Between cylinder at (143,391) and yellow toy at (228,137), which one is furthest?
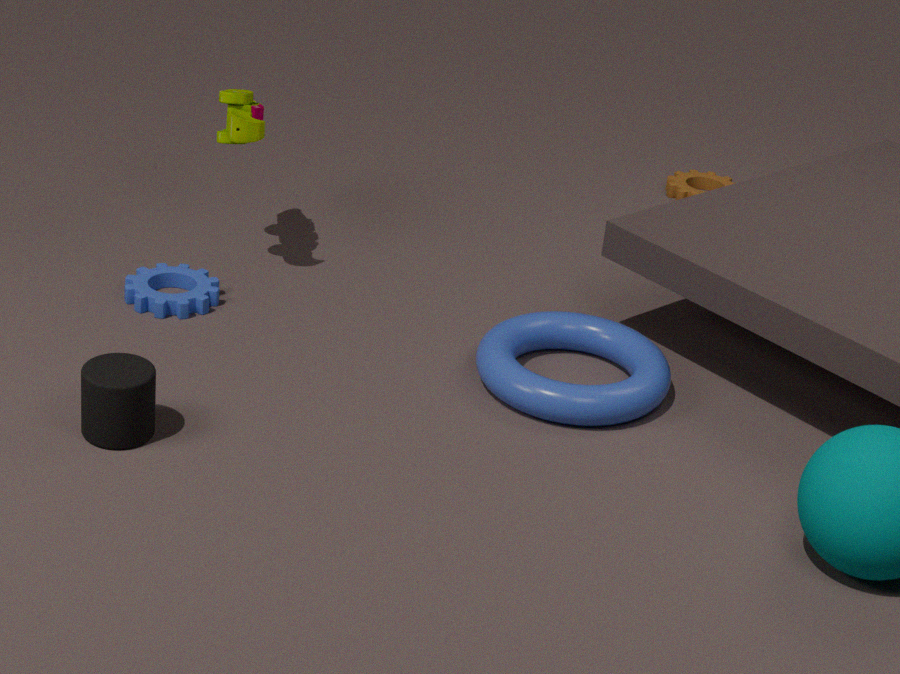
yellow toy at (228,137)
